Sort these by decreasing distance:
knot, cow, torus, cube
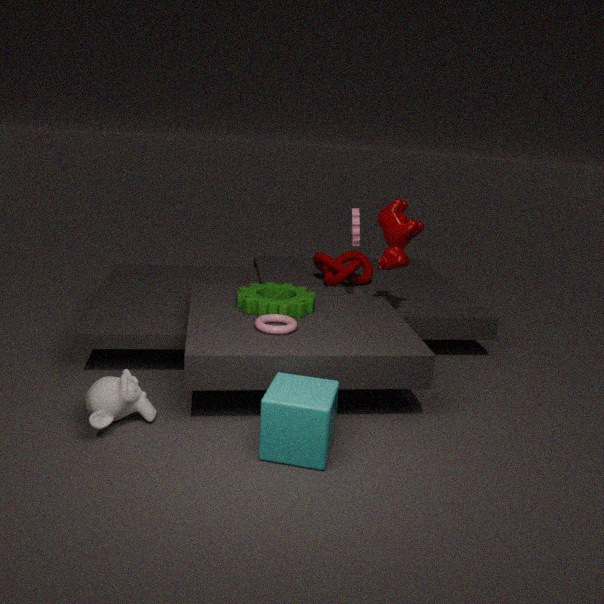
knot → cow → torus → cube
